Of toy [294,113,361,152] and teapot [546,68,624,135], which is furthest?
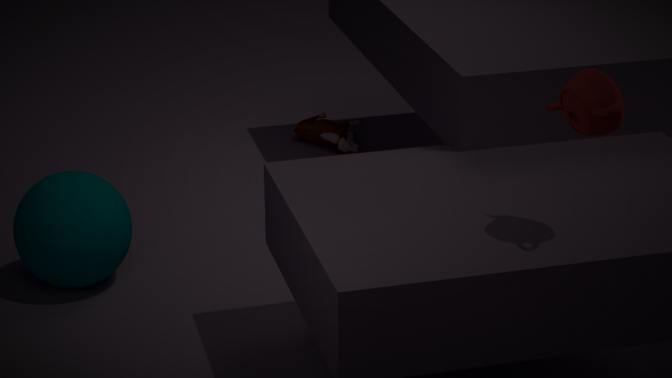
toy [294,113,361,152]
